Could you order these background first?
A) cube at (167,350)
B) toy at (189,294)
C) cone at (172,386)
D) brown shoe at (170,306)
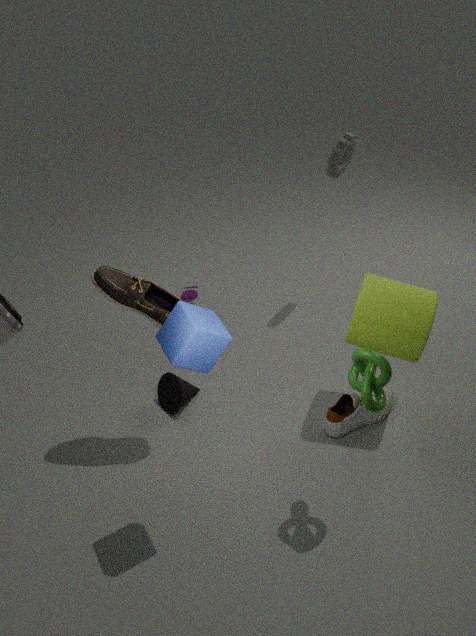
toy at (189,294)
cone at (172,386)
brown shoe at (170,306)
cube at (167,350)
